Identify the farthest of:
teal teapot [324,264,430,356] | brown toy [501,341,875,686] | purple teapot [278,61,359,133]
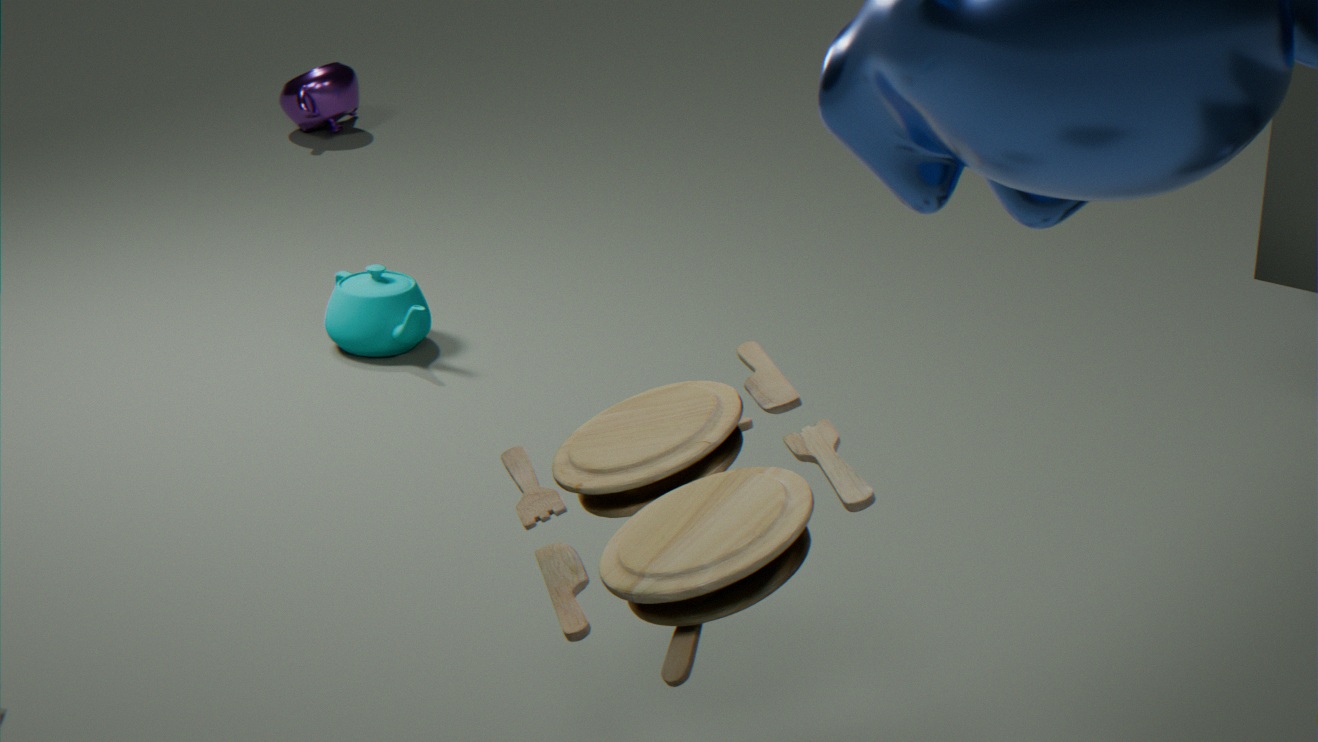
purple teapot [278,61,359,133]
